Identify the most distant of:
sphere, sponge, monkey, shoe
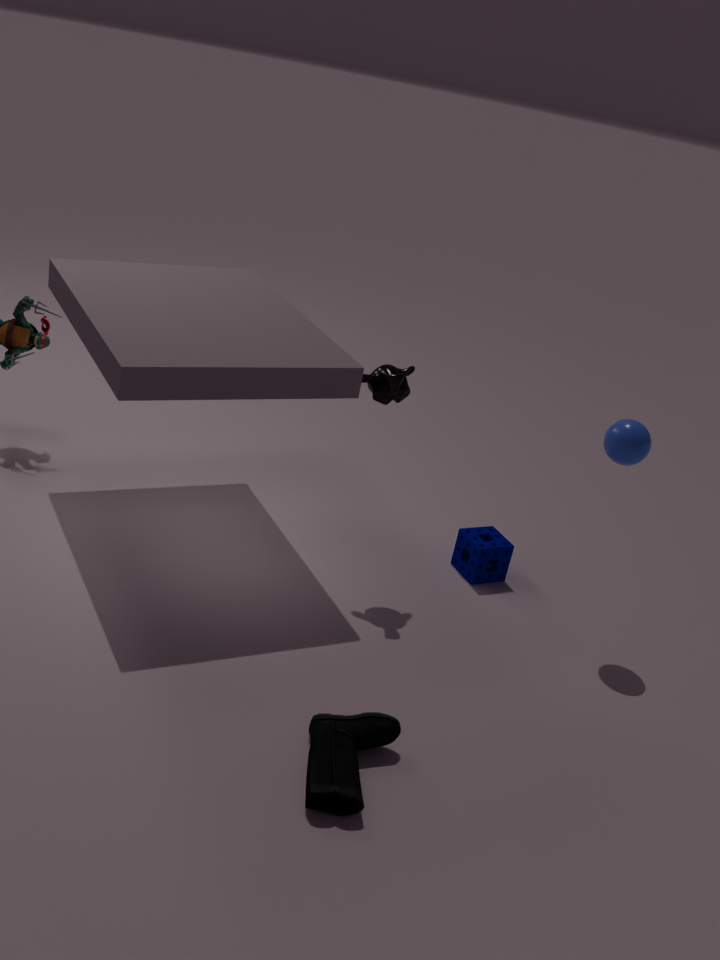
sponge
